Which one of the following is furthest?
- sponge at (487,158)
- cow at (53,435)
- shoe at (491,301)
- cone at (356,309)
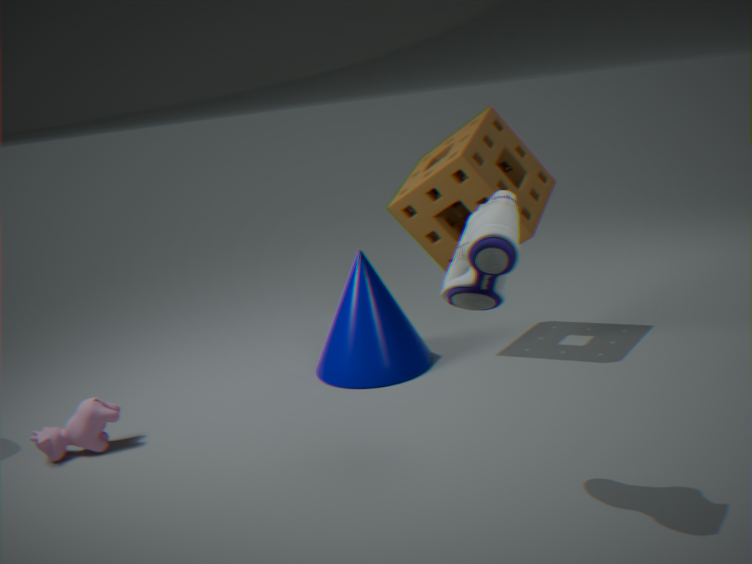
cone at (356,309)
